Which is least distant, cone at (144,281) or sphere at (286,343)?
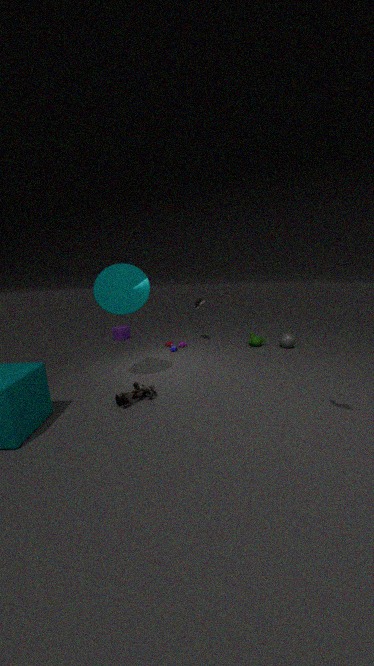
cone at (144,281)
